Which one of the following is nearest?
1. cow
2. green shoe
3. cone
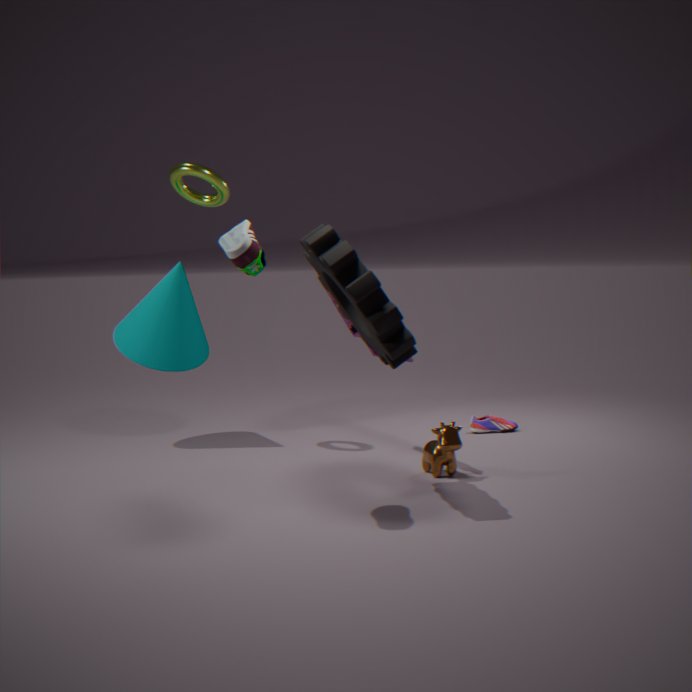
green shoe
